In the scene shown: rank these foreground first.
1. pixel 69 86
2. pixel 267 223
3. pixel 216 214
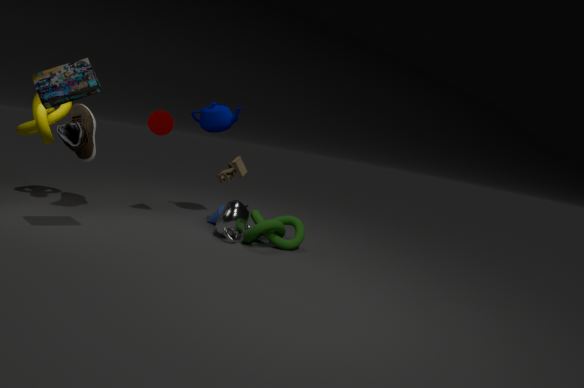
1. pixel 69 86
2. pixel 267 223
3. pixel 216 214
